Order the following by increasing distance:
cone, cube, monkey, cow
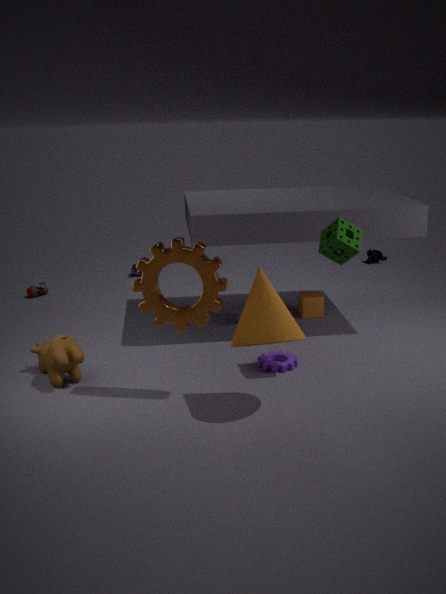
1. cone
2. cow
3. cube
4. monkey
